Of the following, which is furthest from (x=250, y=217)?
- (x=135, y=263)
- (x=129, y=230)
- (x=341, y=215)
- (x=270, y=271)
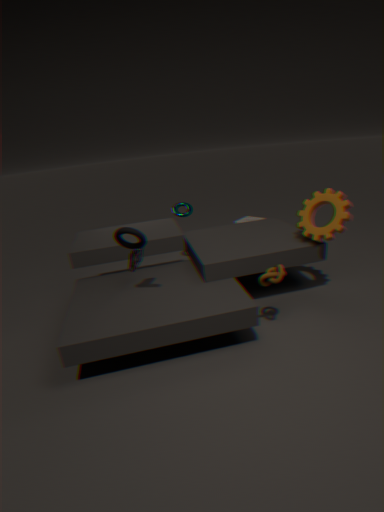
(x=129, y=230)
